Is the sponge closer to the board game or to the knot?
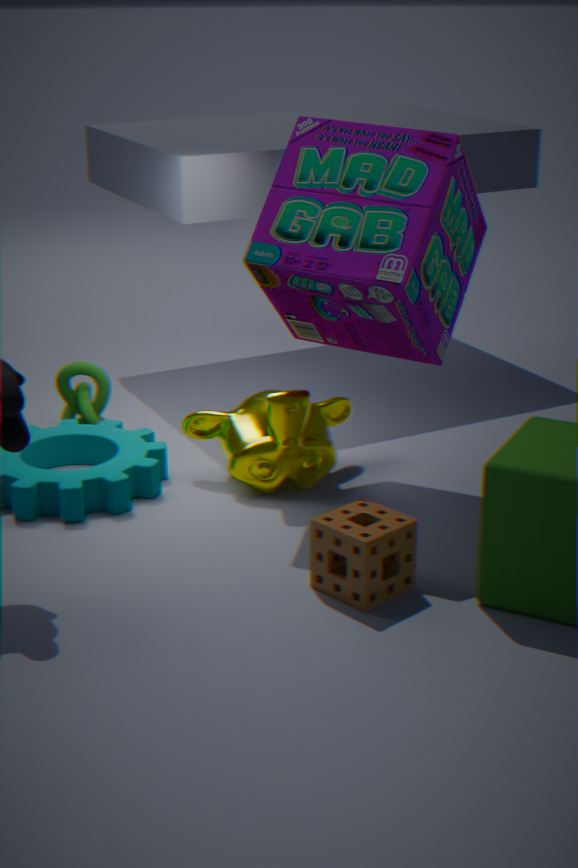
the board game
